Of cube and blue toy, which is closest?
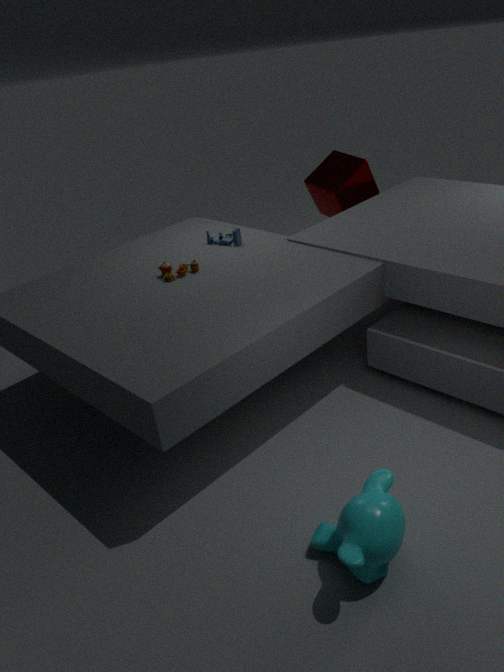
blue toy
